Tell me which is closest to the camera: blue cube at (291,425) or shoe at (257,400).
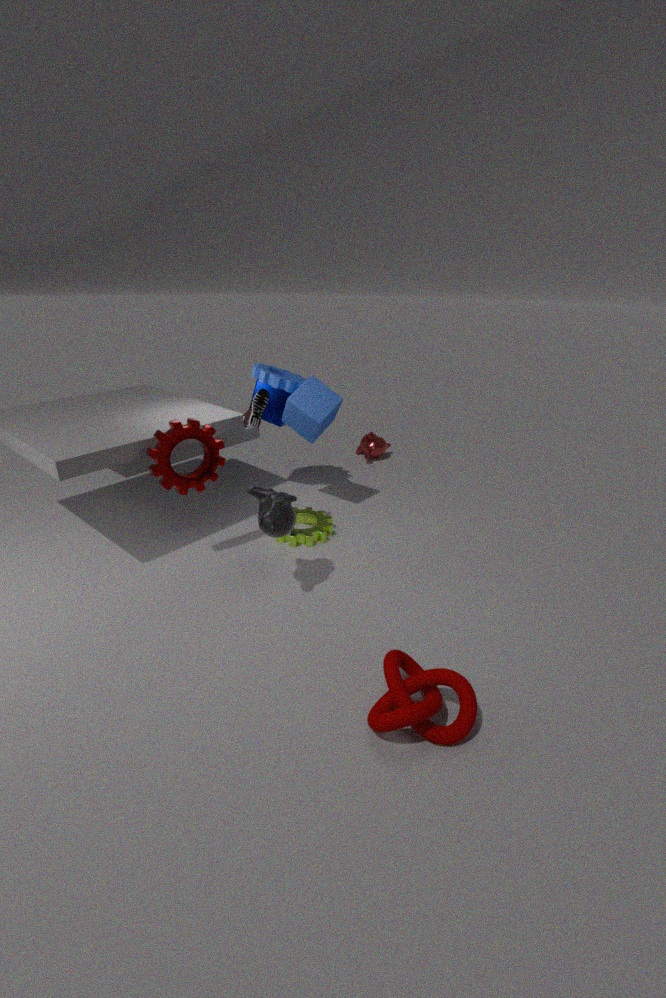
shoe at (257,400)
